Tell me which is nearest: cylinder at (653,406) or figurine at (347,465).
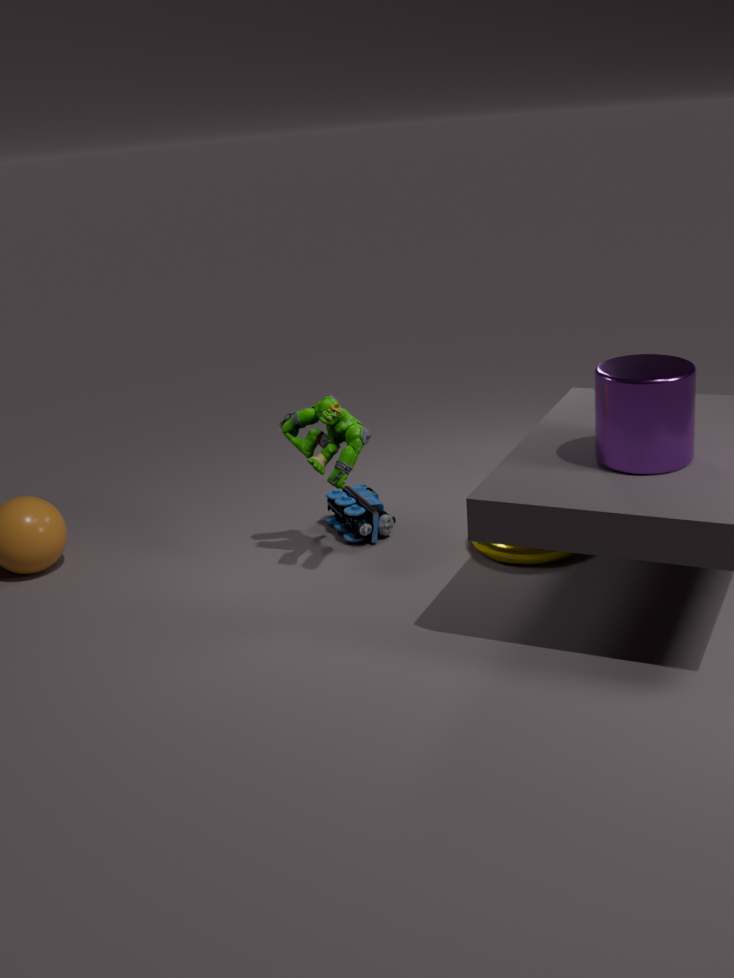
cylinder at (653,406)
